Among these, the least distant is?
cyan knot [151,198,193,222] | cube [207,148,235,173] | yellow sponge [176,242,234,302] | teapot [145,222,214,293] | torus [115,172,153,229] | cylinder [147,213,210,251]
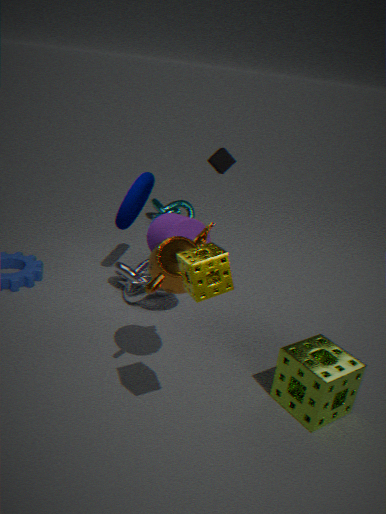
yellow sponge [176,242,234,302]
